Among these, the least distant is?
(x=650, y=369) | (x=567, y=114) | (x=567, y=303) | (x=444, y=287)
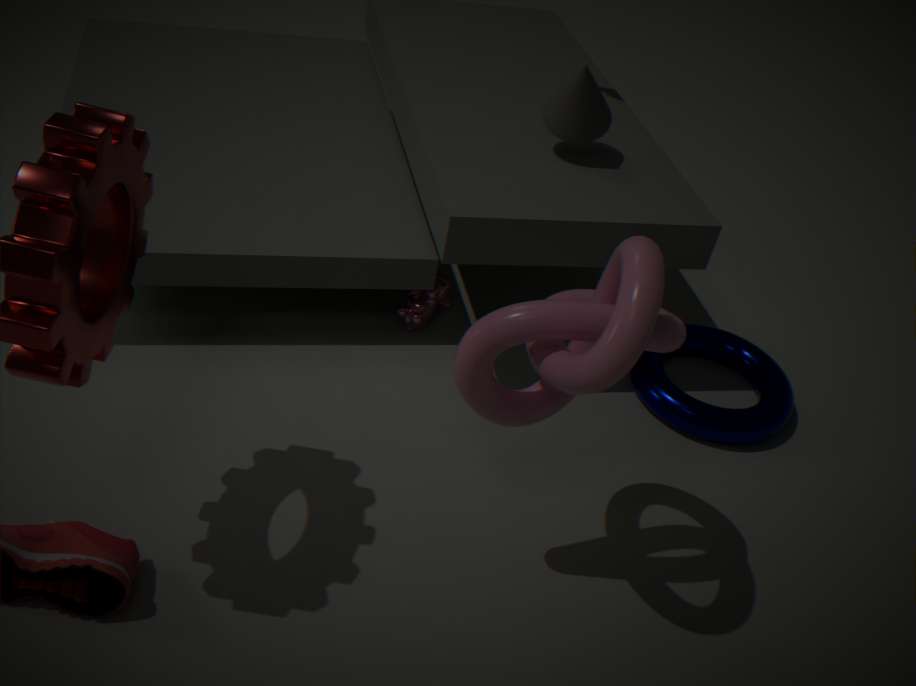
(x=567, y=303)
